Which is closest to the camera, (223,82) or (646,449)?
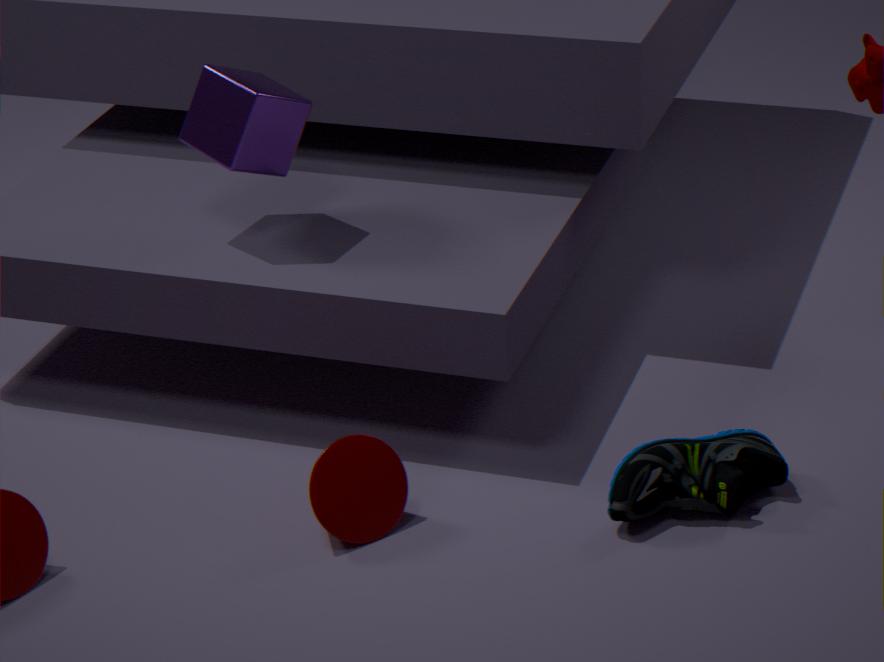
(646,449)
